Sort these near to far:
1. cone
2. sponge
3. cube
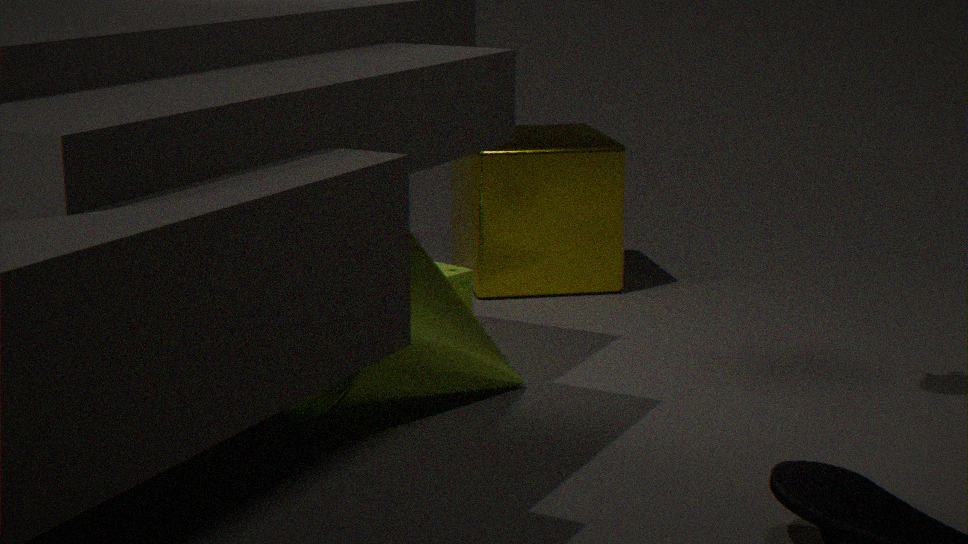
cone
sponge
cube
